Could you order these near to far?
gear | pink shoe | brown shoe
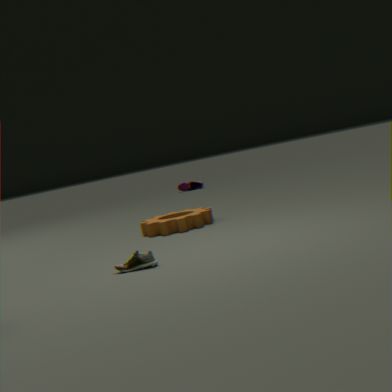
brown shoe → gear → pink shoe
